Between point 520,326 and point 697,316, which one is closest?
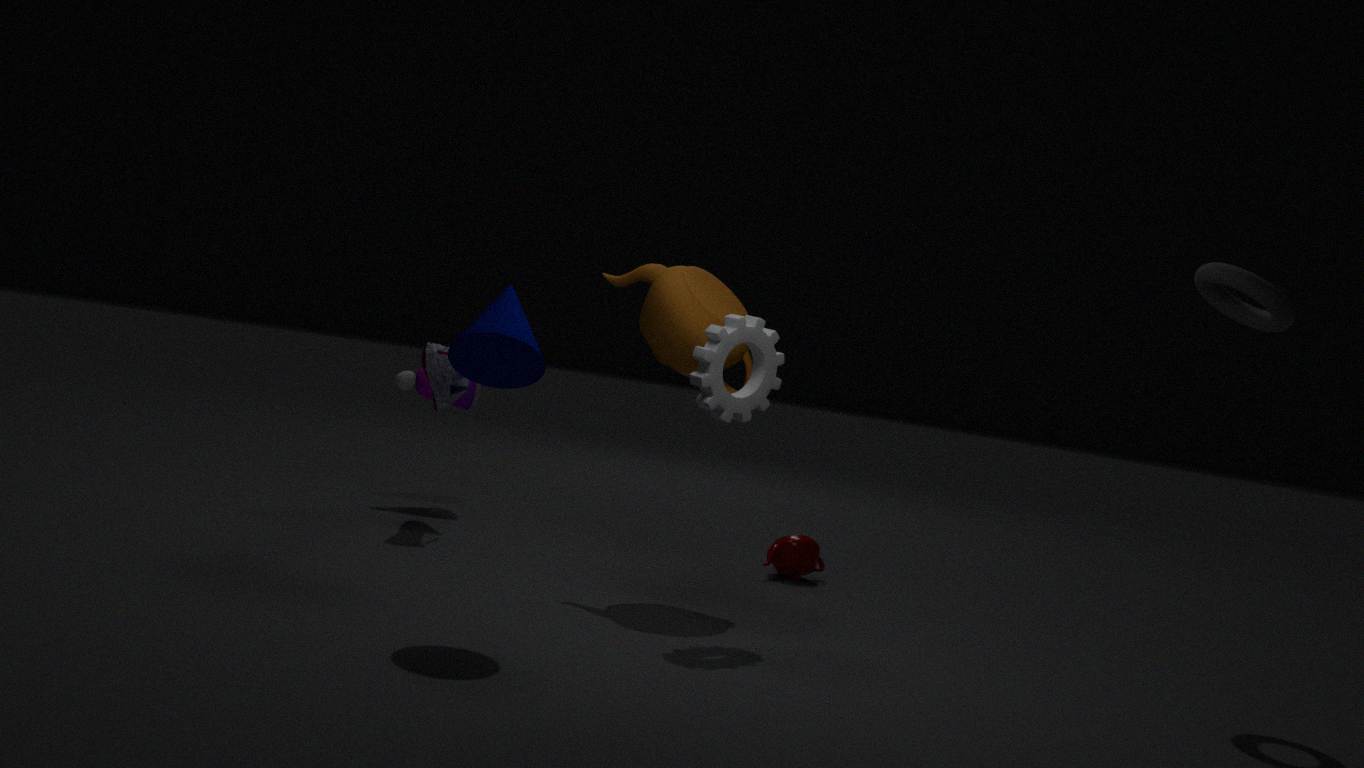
point 520,326
